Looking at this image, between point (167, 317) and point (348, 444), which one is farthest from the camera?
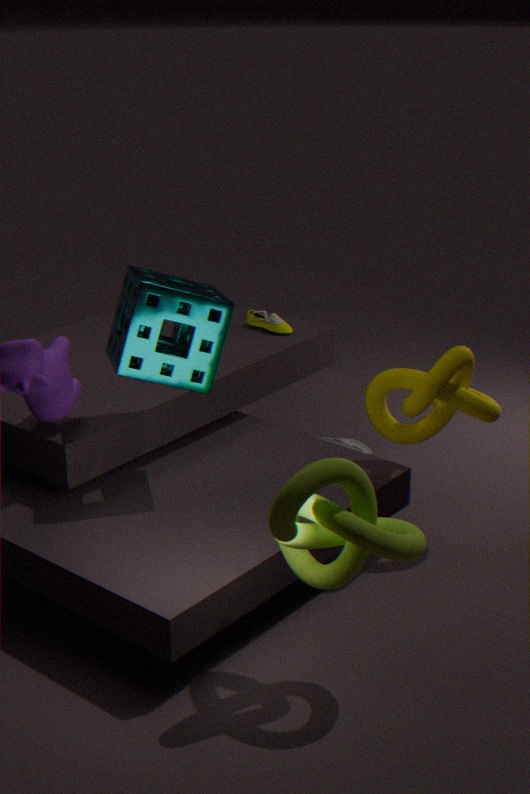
point (348, 444)
